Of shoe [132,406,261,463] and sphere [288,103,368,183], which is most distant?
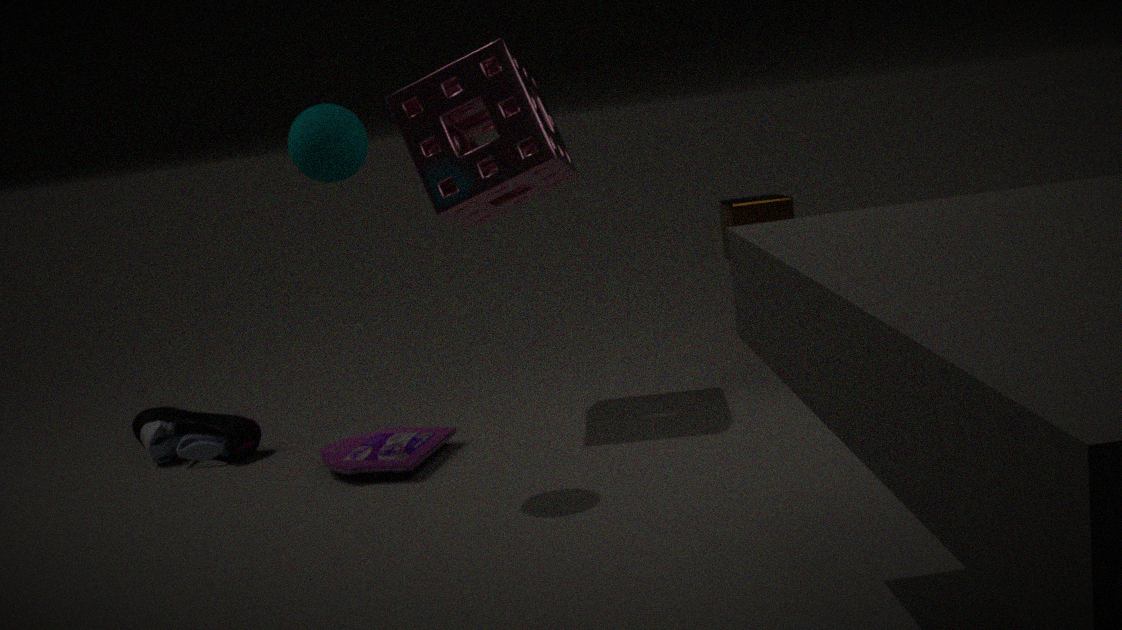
shoe [132,406,261,463]
